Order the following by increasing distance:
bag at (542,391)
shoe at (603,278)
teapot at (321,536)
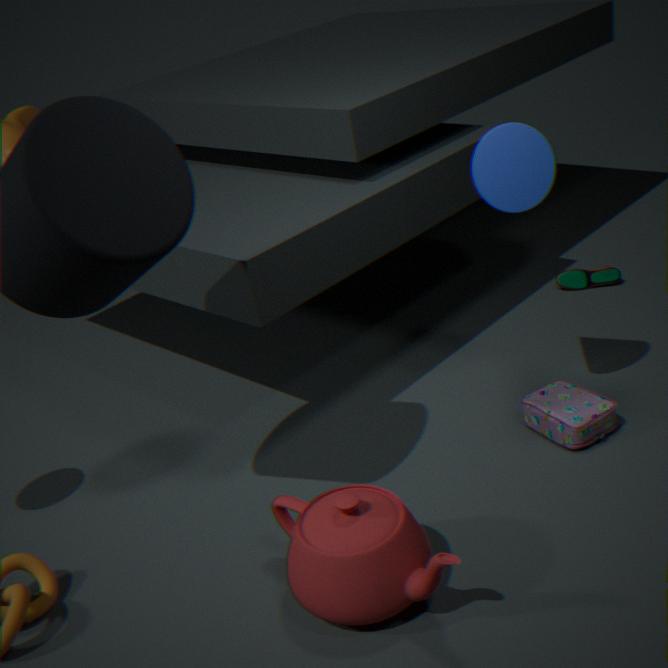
teapot at (321,536)
bag at (542,391)
shoe at (603,278)
